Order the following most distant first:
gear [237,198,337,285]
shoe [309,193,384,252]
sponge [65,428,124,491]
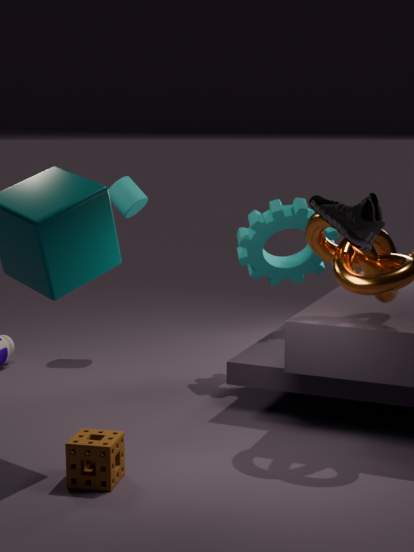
gear [237,198,337,285] → sponge [65,428,124,491] → shoe [309,193,384,252]
